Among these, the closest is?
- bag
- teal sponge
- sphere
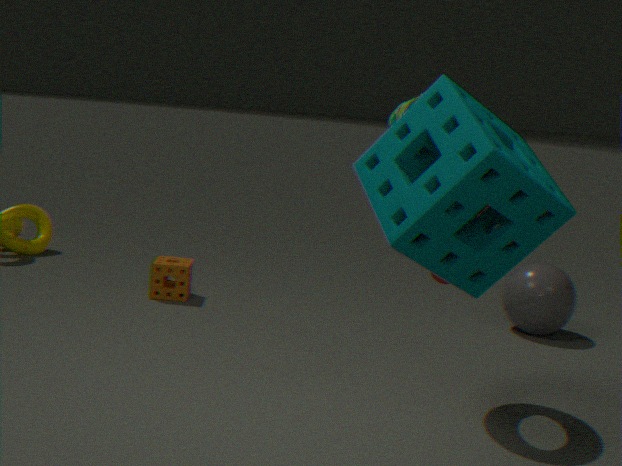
teal sponge
